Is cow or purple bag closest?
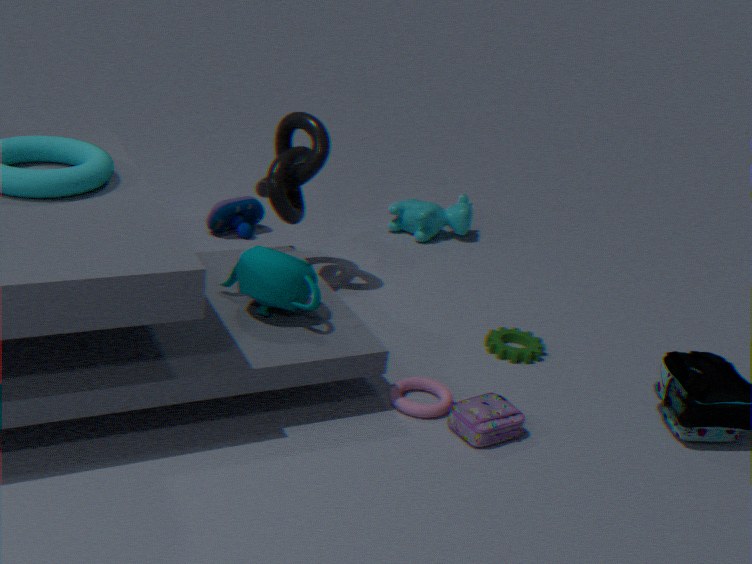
purple bag
